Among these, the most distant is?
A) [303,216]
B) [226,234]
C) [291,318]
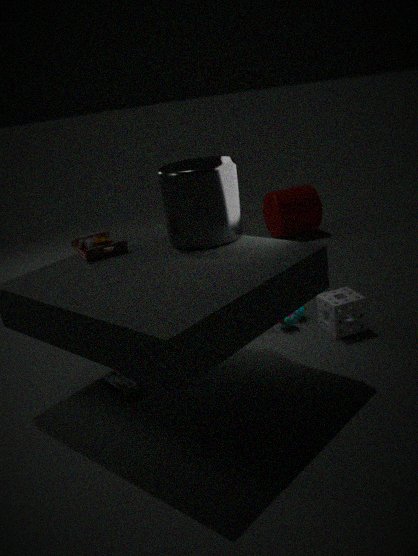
[303,216]
